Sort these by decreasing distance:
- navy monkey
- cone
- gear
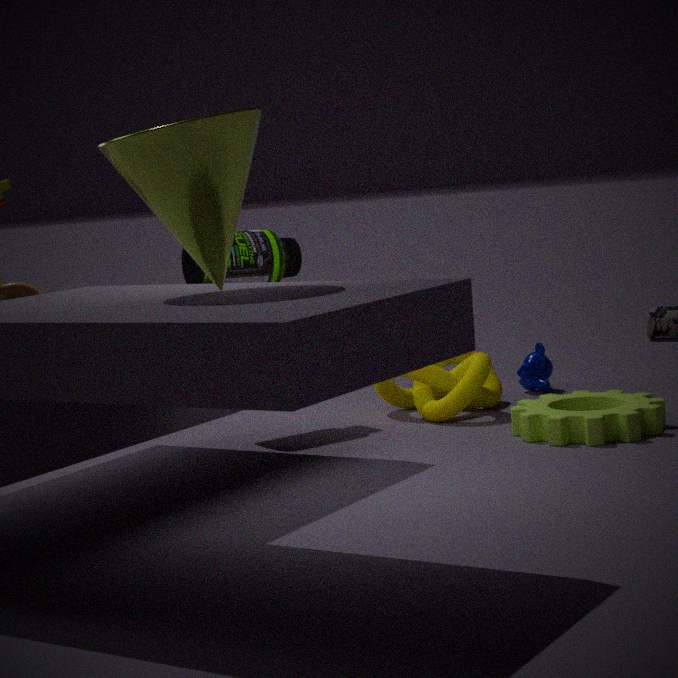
navy monkey
gear
cone
